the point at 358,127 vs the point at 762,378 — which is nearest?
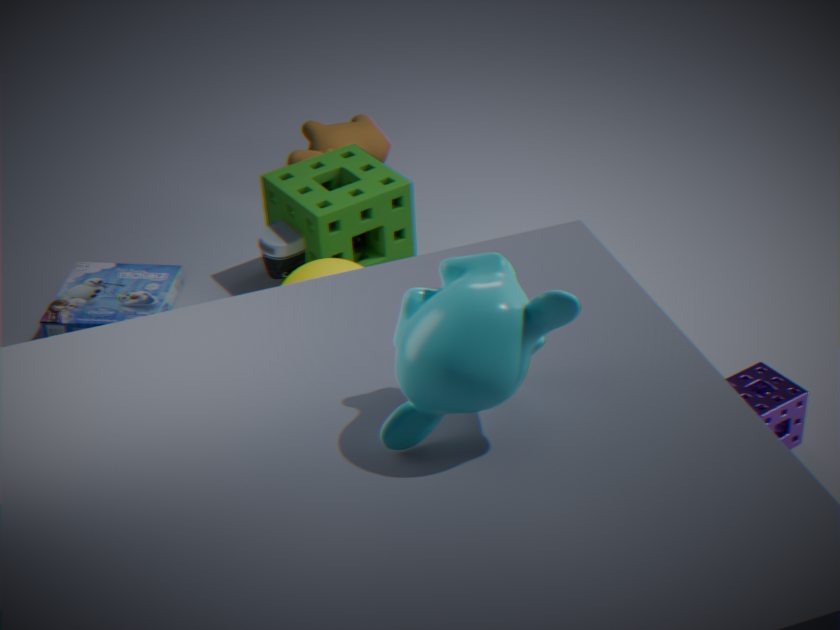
the point at 762,378
